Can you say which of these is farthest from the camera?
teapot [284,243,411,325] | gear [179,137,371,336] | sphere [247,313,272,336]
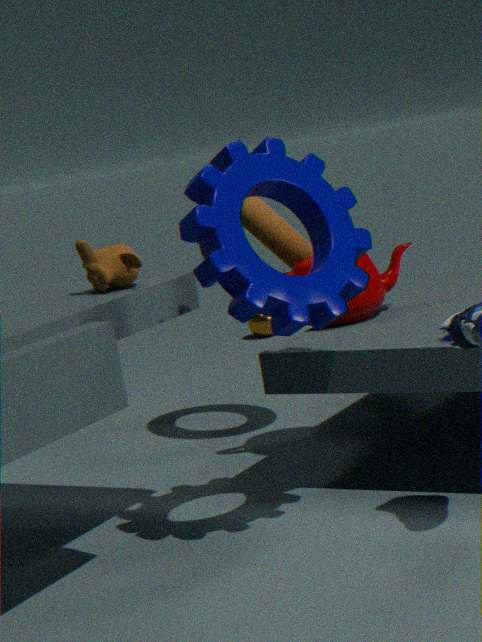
sphere [247,313,272,336]
